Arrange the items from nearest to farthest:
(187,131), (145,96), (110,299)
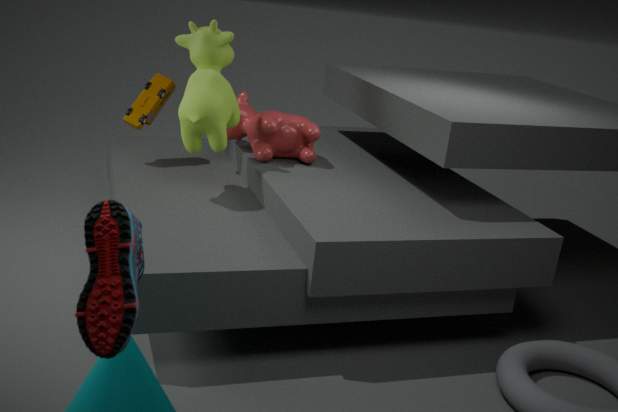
(110,299)
(187,131)
(145,96)
